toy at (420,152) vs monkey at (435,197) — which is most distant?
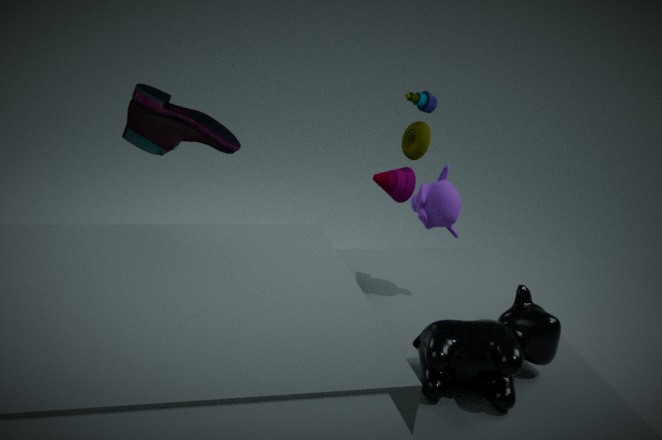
toy at (420,152)
